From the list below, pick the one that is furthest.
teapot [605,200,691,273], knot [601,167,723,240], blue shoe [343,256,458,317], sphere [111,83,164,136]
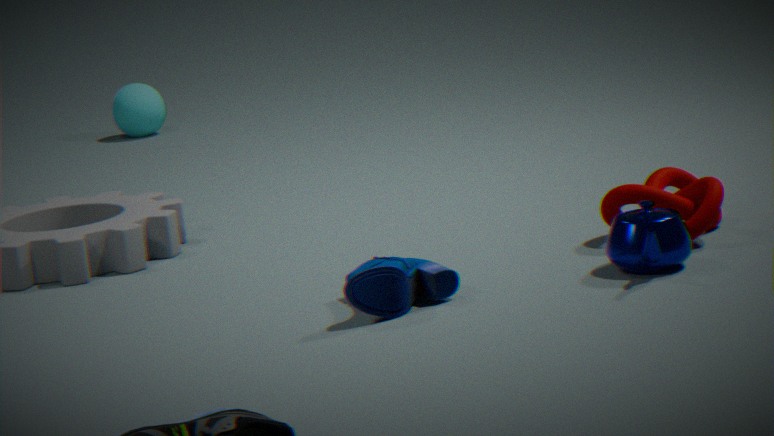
sphere [111,83,164,136]
